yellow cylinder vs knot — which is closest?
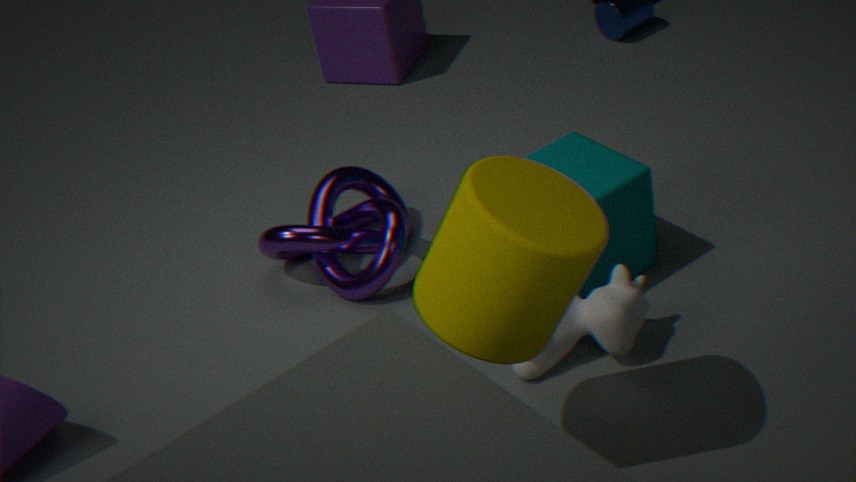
yellow cylinder
